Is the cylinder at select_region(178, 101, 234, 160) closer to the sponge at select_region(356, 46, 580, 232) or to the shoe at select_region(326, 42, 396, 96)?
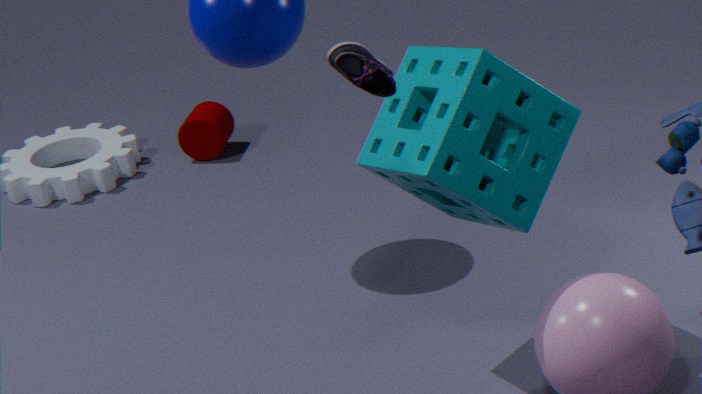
the sponge at select_region(356, 46, 580, 232)
